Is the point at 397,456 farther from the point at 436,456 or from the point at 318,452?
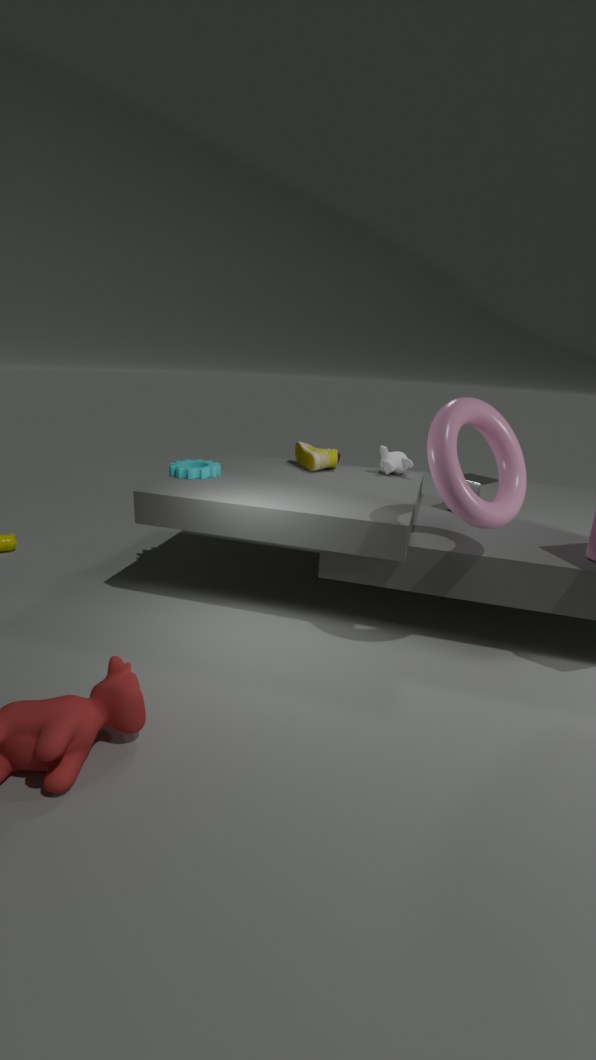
the point at 436,456
